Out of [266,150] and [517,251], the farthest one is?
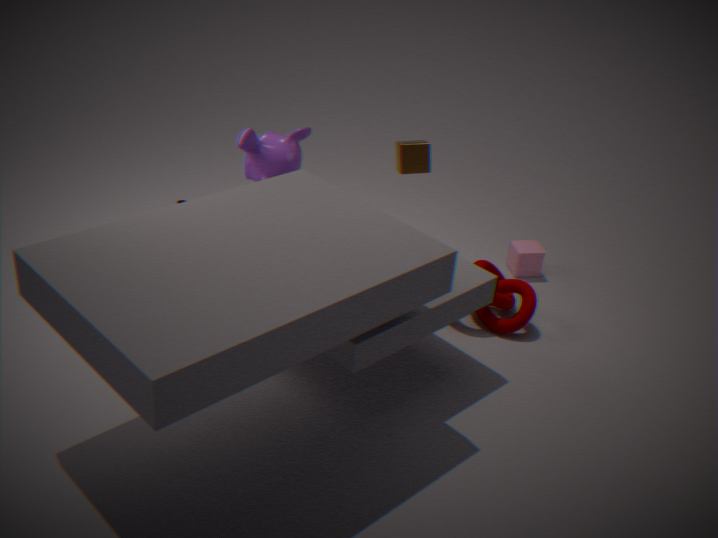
[517,251]
